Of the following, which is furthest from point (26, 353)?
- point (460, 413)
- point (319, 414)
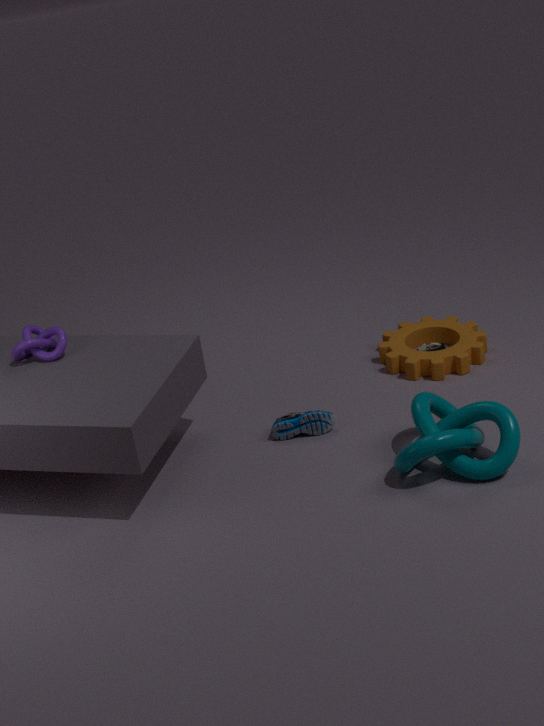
point (460, 413)
